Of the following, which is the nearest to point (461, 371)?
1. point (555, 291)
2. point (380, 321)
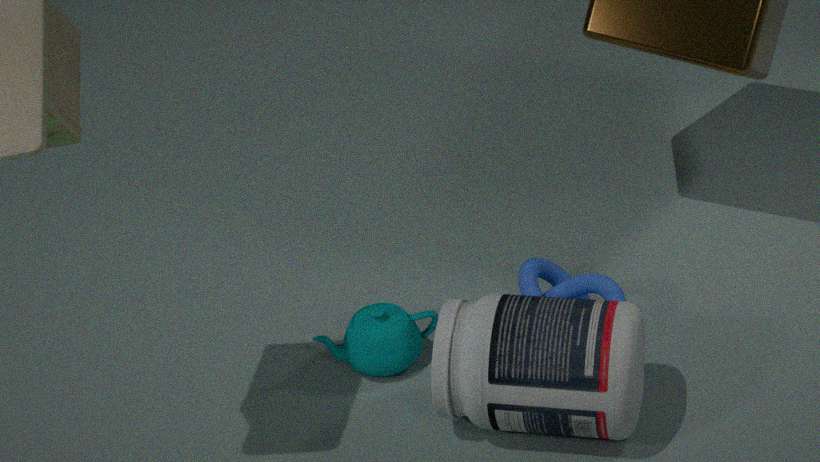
point (555, 291)
